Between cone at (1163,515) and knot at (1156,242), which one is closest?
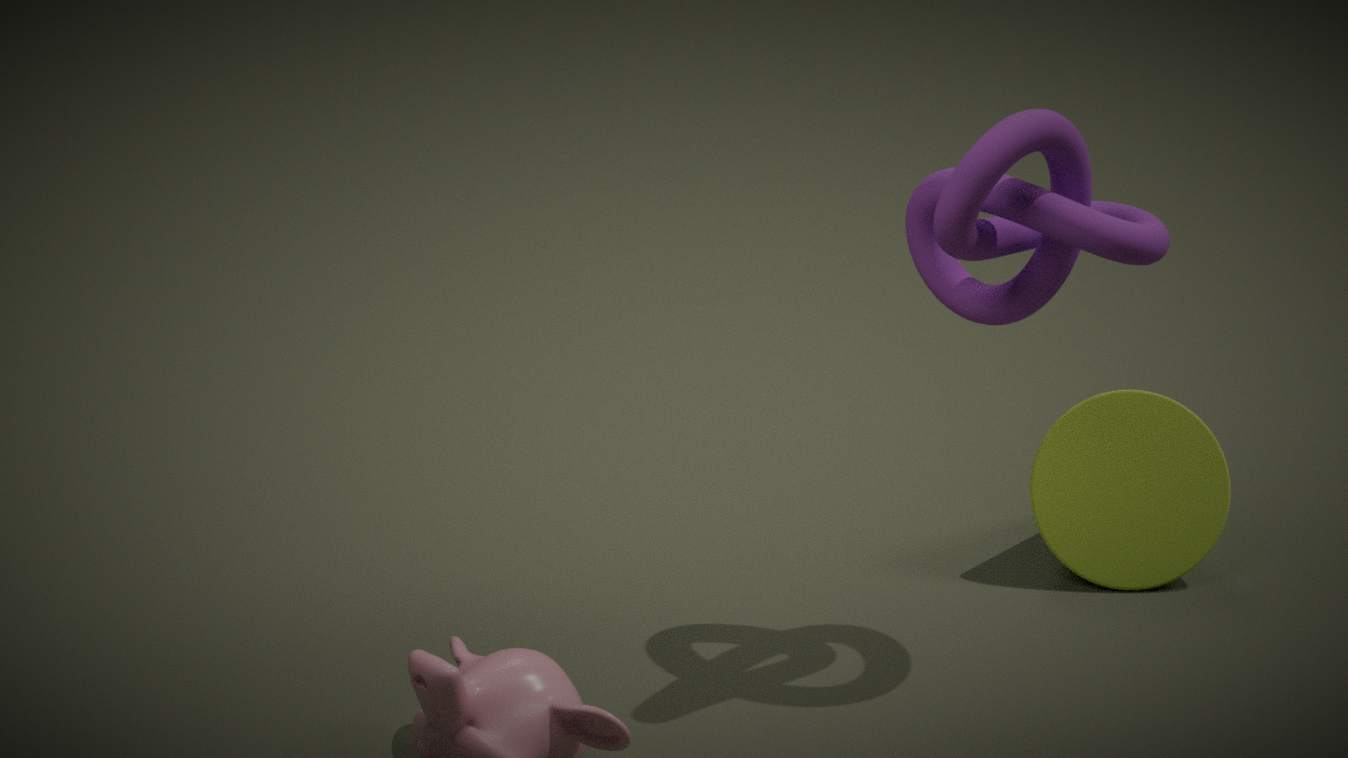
knot at (1156,242)
